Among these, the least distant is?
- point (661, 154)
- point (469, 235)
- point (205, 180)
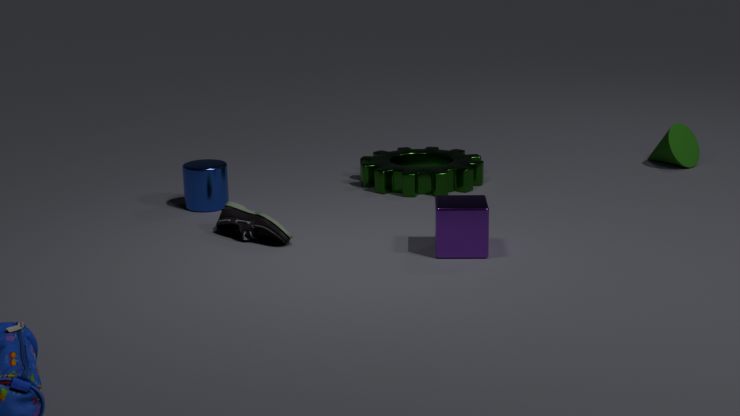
point (469, 235)
